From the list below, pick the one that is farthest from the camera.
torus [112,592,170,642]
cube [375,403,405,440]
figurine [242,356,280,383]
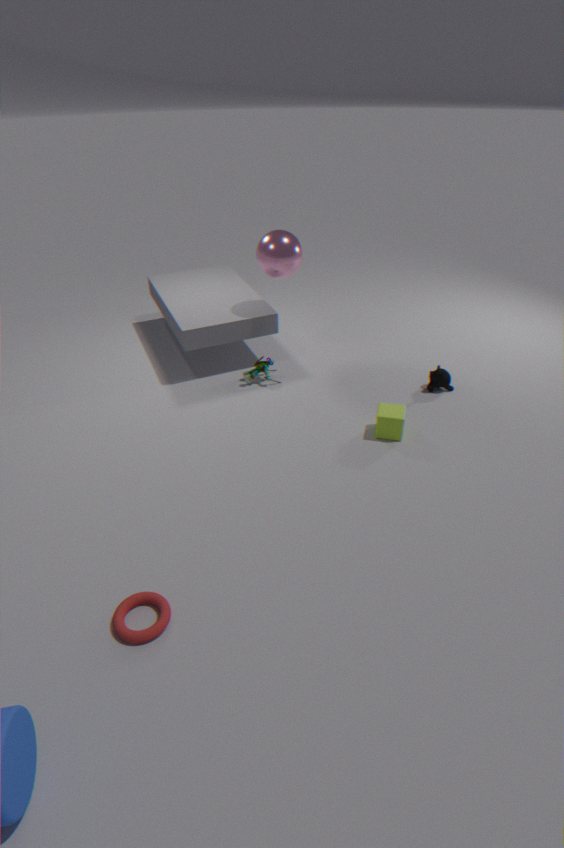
figurine [242,356,280,383]
